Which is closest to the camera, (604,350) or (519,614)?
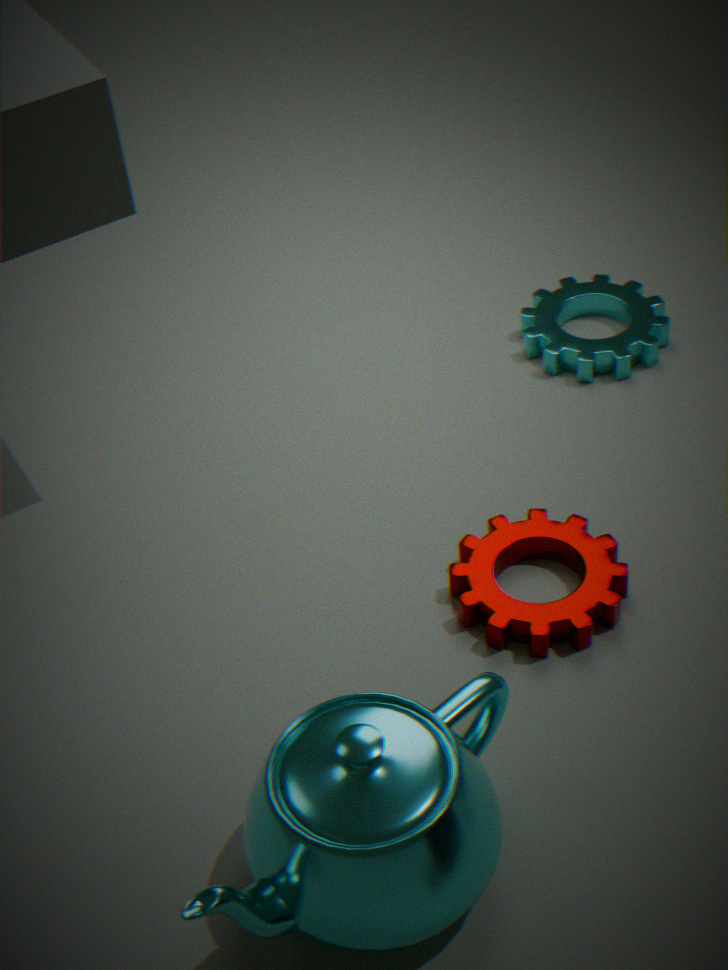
(519,614)
